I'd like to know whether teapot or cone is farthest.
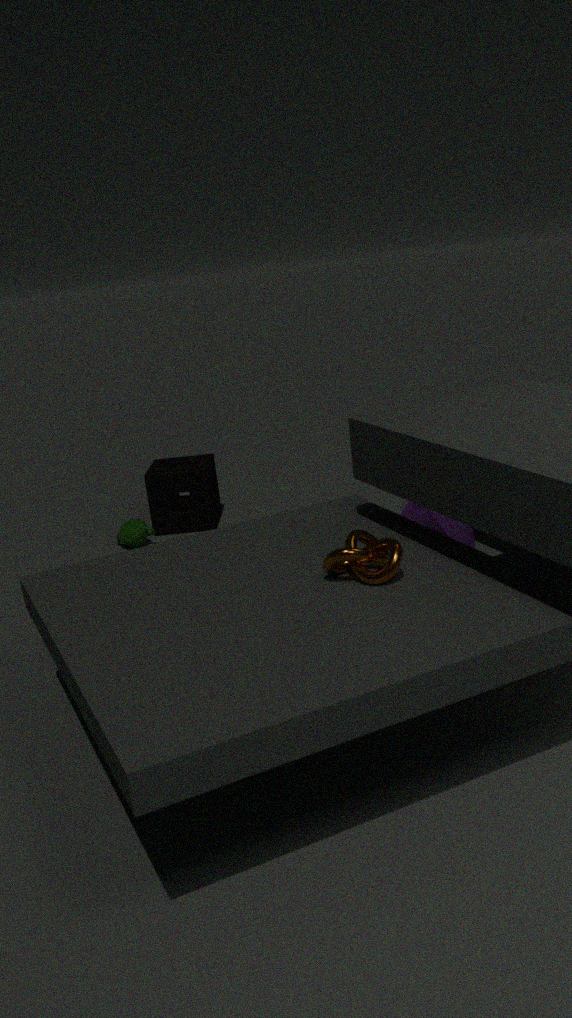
teapot
